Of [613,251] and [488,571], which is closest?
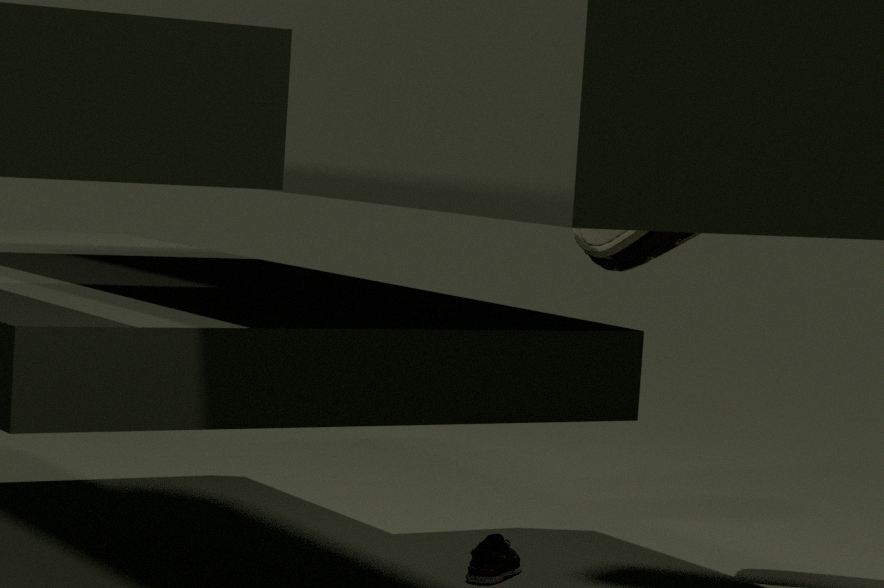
[488,571]
